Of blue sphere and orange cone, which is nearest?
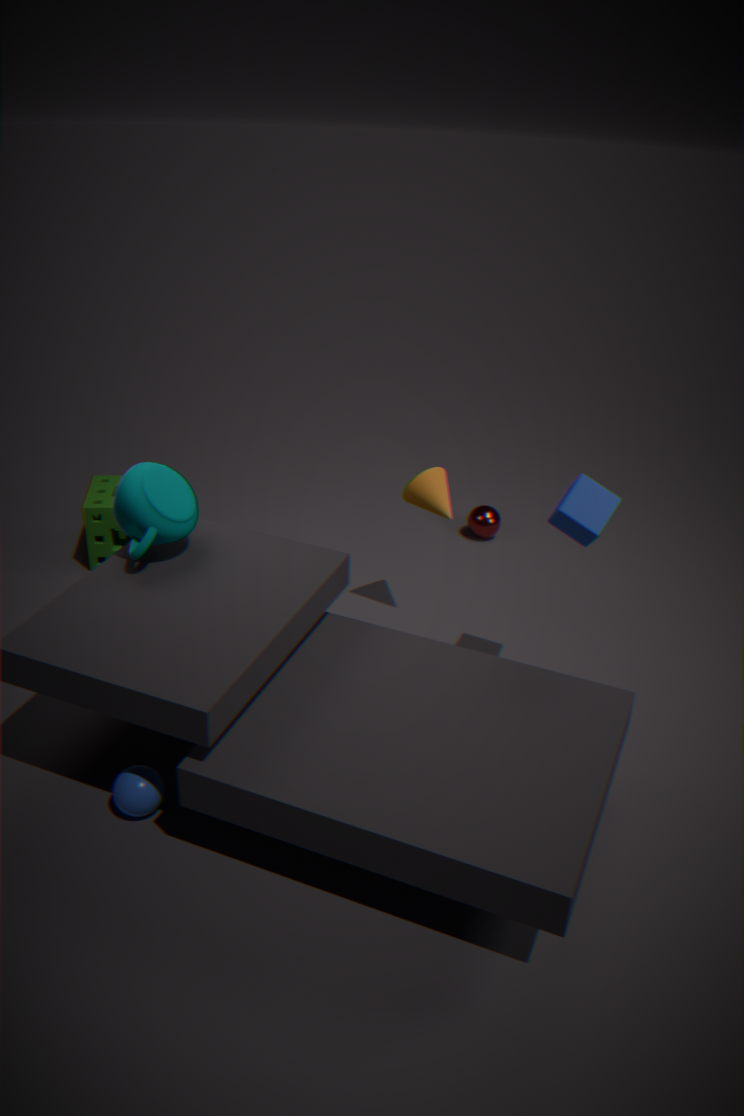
blue sphere
